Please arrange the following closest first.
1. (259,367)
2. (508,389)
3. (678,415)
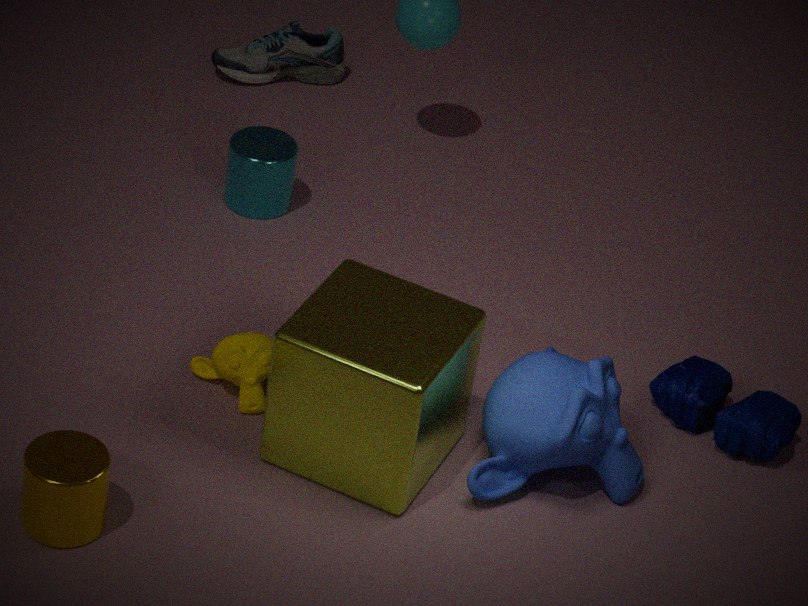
(508,389), (259,367), (678,415)
